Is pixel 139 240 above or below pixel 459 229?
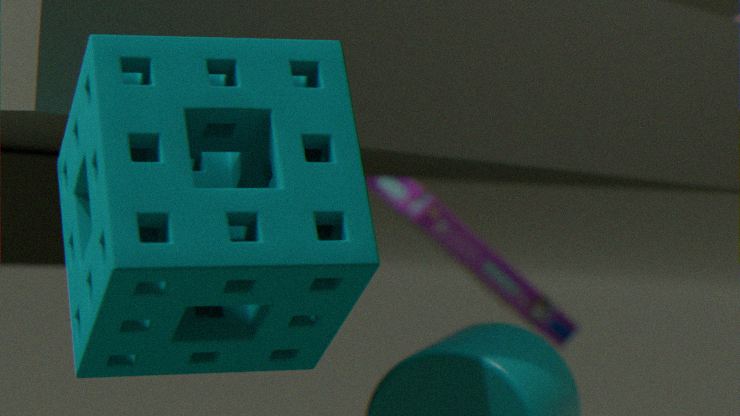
above
